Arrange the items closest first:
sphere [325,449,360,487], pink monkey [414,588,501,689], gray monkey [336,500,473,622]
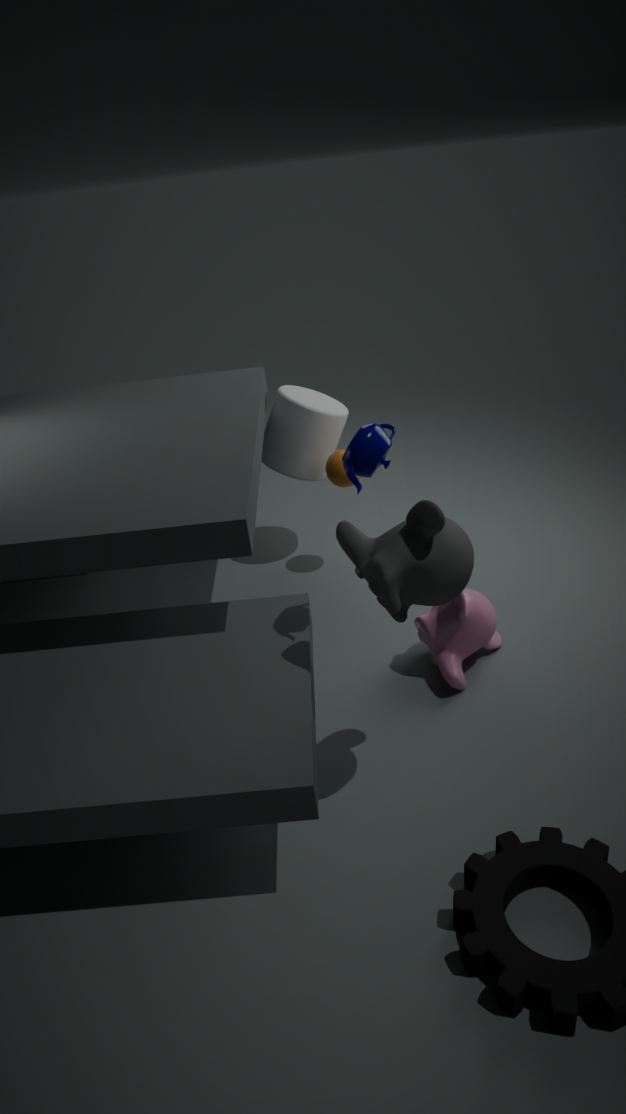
gray monkey [336,500,473,622] < pink monkey [414,588,501,689] < sphere [325,449,360,487]
